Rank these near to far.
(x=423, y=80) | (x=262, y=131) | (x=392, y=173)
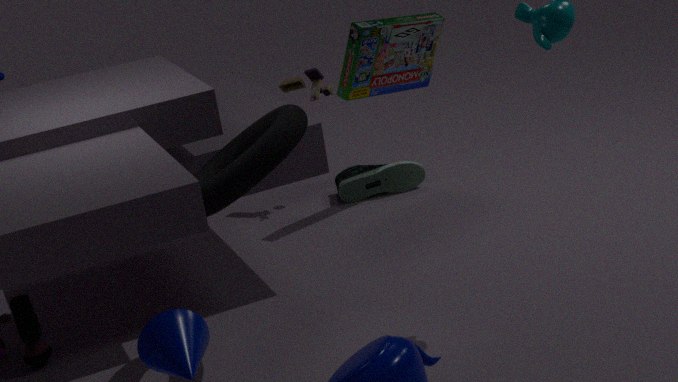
(x=262, y=131) < (x=423, y=80) < (x=392, y=173)
